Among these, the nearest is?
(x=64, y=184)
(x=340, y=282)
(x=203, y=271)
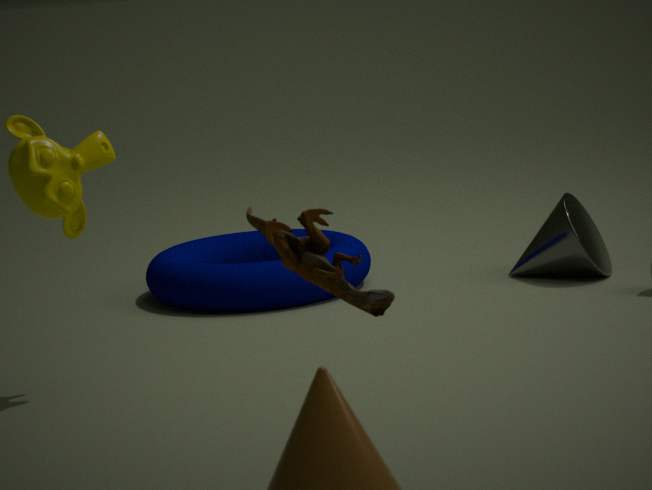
(x=340, y=282)
